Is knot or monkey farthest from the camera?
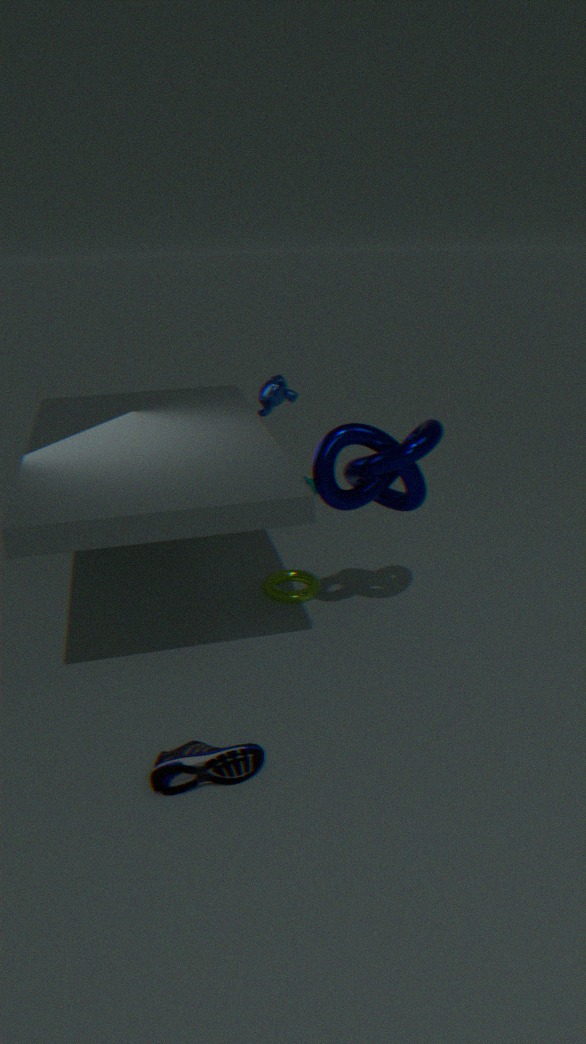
→ monkey
